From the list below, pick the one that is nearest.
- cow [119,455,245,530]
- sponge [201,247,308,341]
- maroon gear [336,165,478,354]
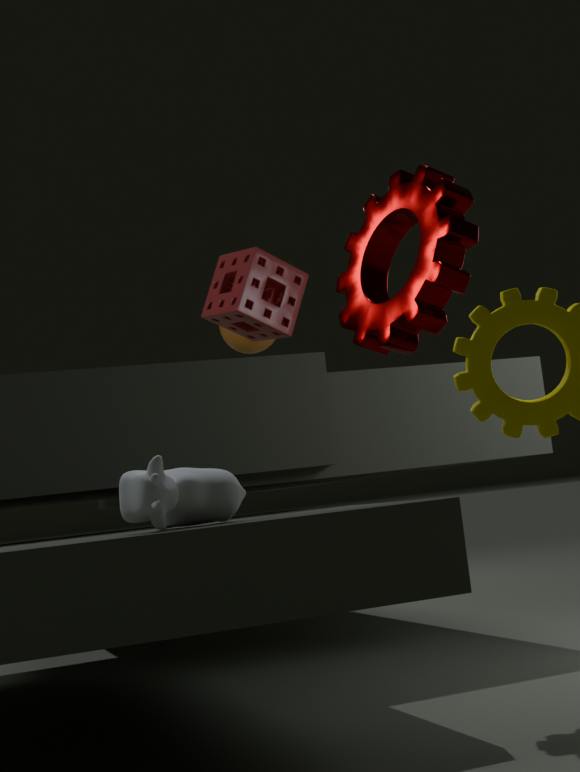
maroon gear [336,165,478,354]
